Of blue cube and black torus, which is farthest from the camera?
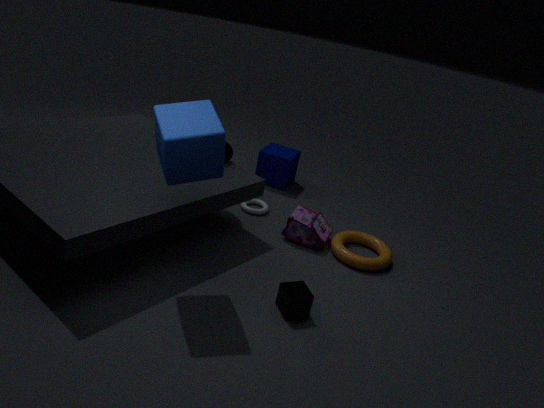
black torus
